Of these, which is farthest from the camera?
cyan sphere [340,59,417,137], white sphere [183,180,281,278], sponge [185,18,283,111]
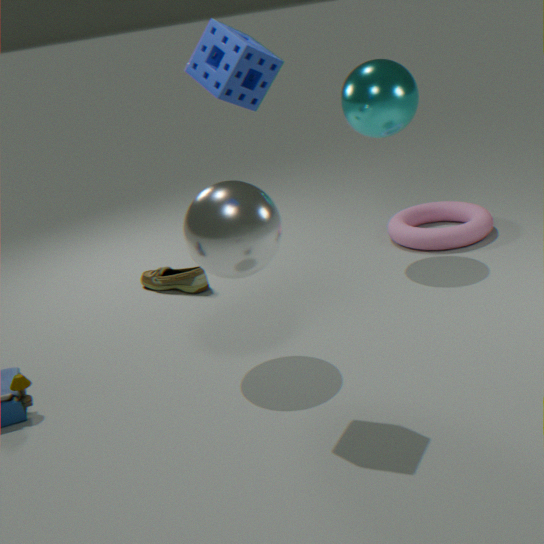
cyan sphere [340,59,417,137]
